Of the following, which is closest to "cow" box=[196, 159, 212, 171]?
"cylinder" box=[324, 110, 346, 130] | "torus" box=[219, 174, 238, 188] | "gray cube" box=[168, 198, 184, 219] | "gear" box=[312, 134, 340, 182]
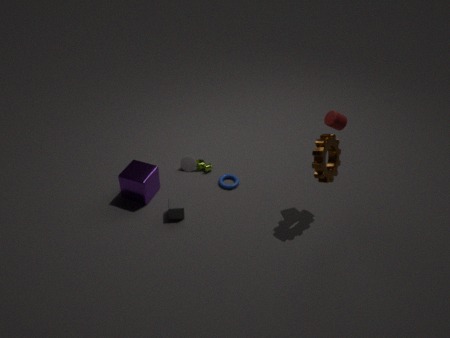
"torus" box=[219, 174, 238, 188]
